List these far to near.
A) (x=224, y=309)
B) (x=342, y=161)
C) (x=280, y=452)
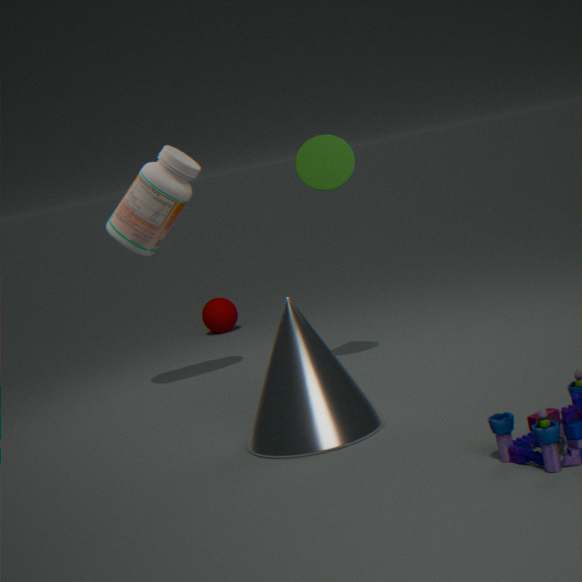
(x=224, y=309) → (x=342, y=161) → (x=280, y=452)
